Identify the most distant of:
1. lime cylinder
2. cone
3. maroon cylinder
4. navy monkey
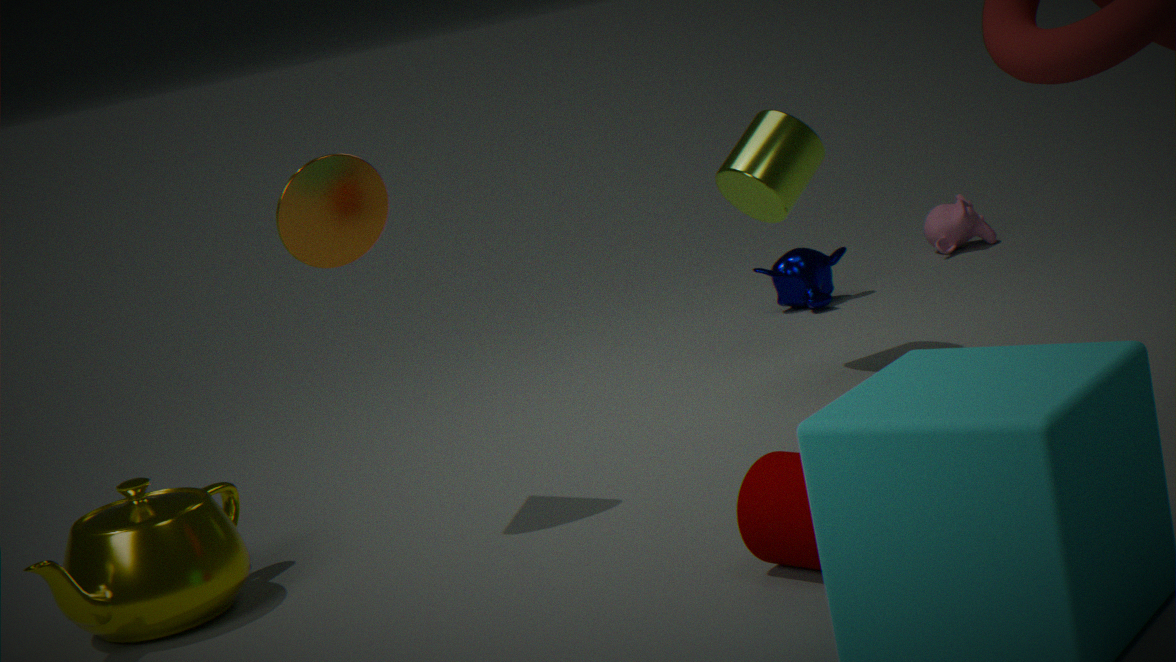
navy monkey
